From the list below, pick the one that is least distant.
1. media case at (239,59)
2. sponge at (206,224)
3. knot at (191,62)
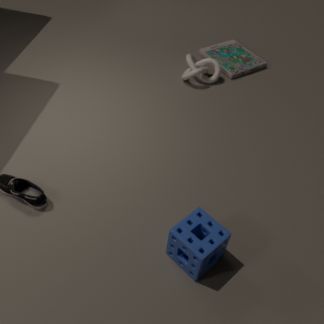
sponge at (206,224)
